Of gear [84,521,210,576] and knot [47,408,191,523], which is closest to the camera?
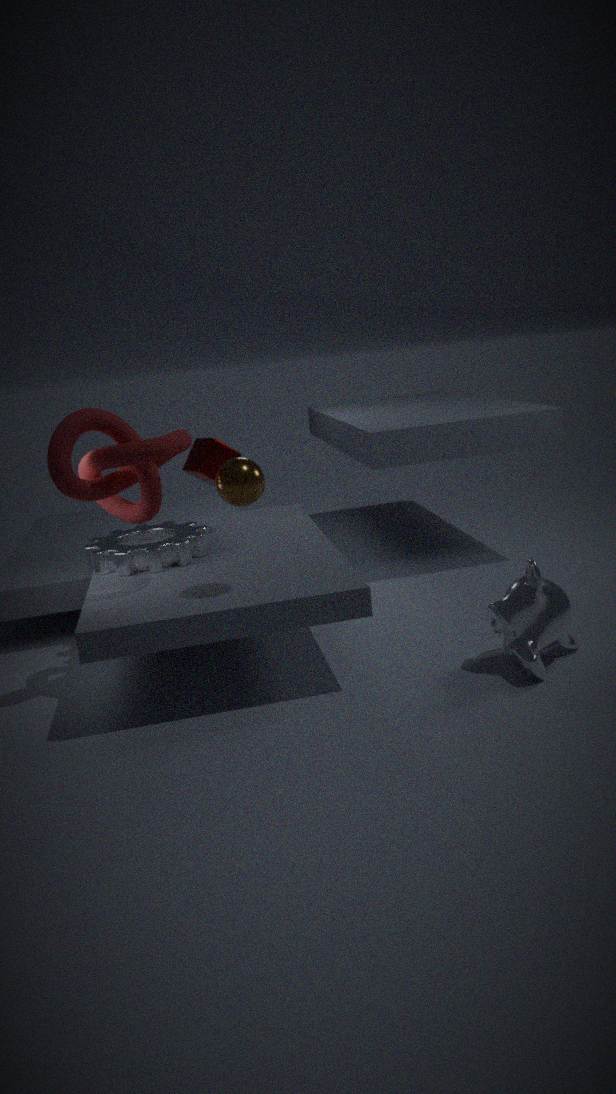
knot [47,408,191,523]
